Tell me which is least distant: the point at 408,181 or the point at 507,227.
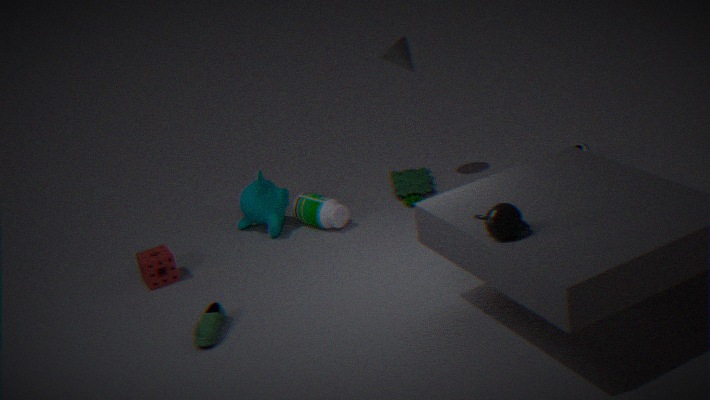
the point at 507,227
